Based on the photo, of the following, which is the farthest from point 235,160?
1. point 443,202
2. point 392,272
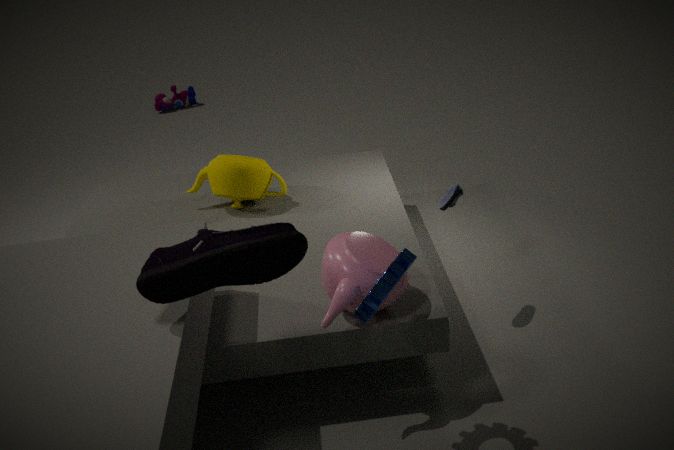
point 392,272
